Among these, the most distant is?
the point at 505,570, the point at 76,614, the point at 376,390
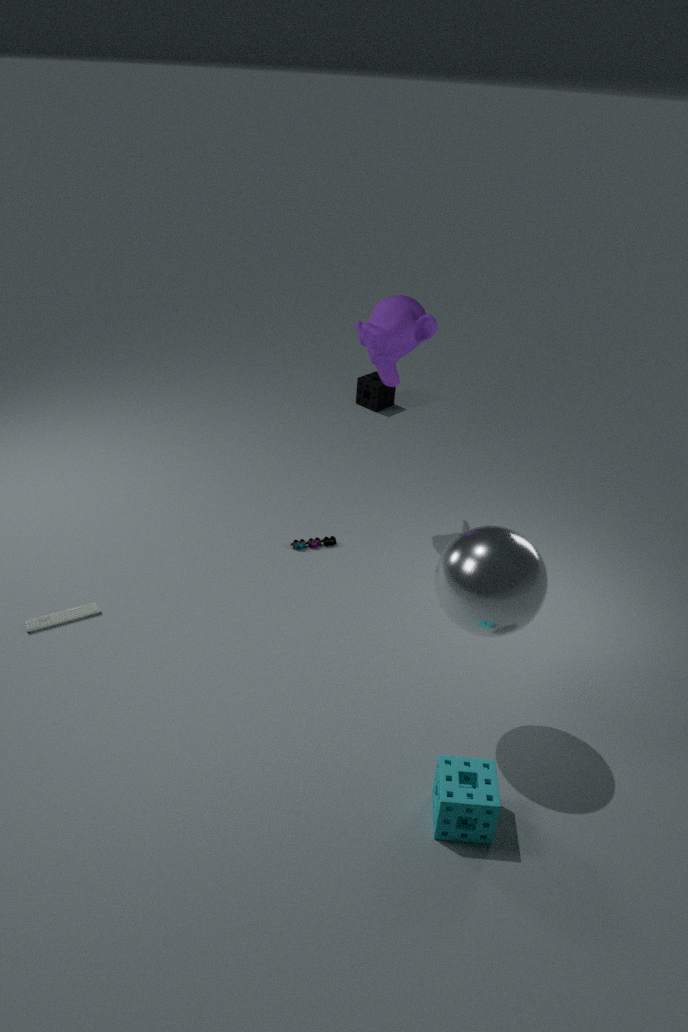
the point at 376,390
